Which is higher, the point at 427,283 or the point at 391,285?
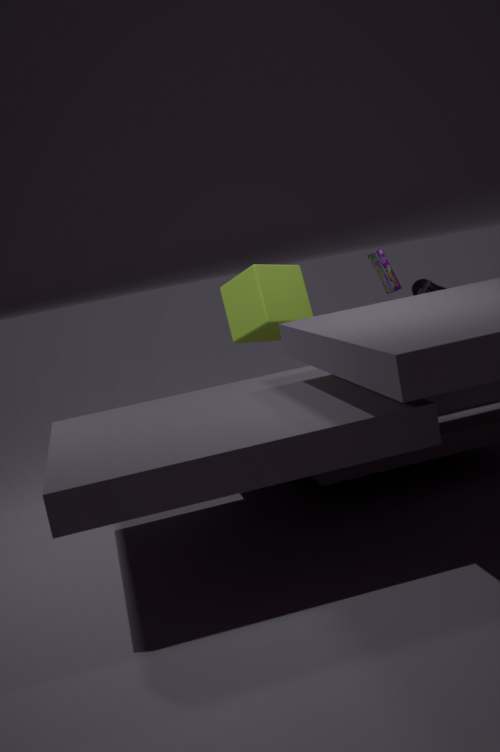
the point at 391,285
